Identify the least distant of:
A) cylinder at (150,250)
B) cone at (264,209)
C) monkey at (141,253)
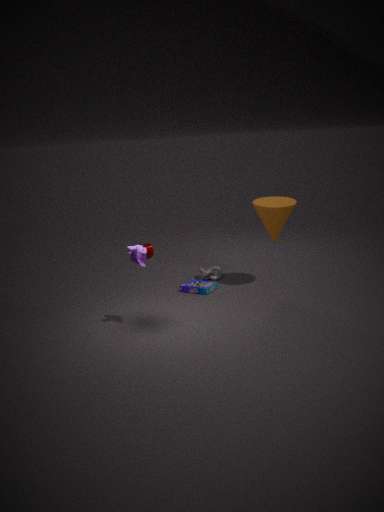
monkey at (141,253)
